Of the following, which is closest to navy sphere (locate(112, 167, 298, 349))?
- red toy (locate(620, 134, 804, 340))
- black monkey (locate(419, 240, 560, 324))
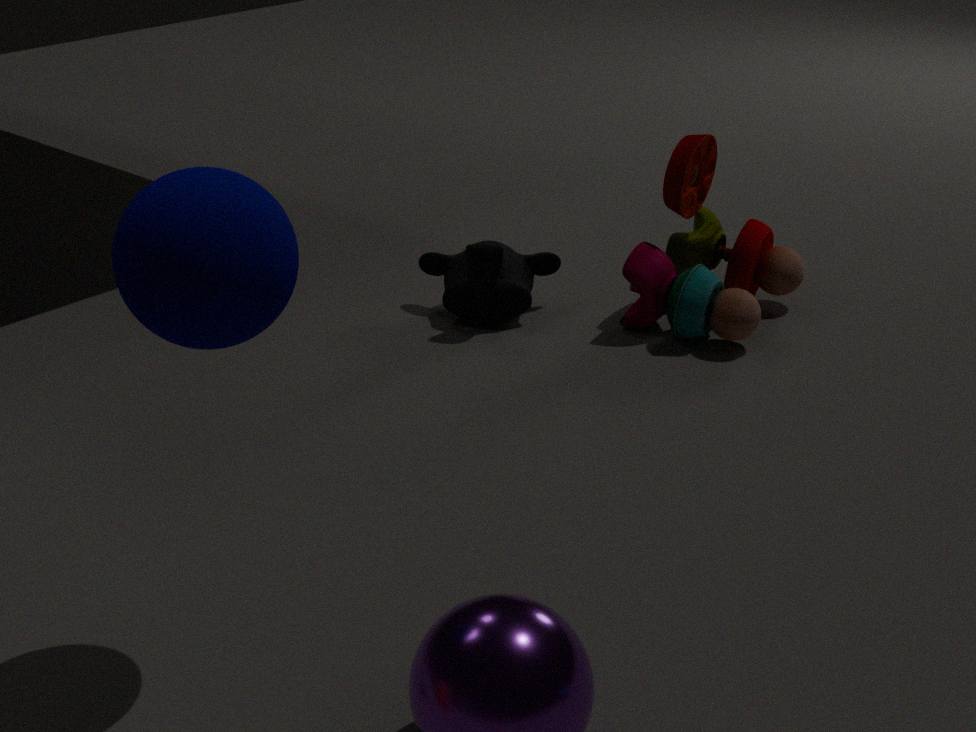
black monkey (locate(419, 240, 560, 324))
